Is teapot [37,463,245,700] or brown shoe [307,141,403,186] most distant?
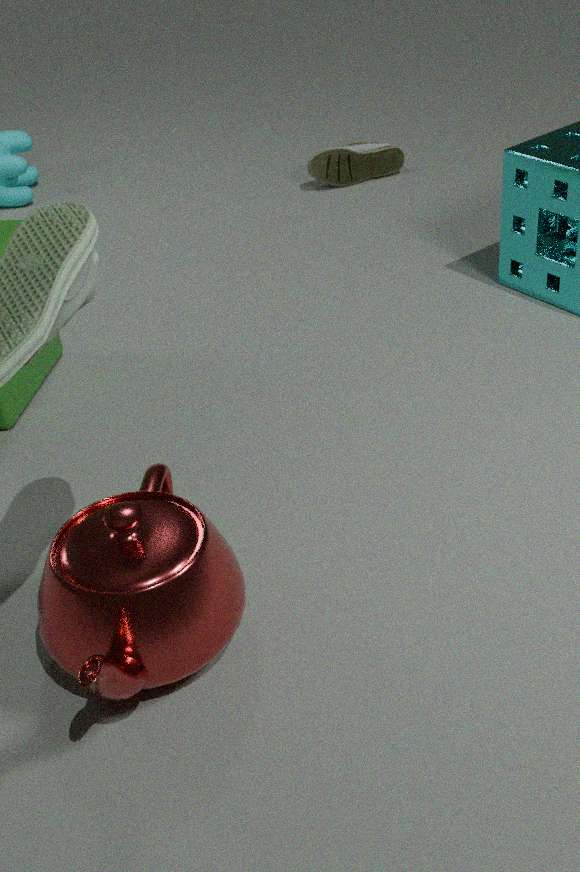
brown shoe [307,141,403,186]
